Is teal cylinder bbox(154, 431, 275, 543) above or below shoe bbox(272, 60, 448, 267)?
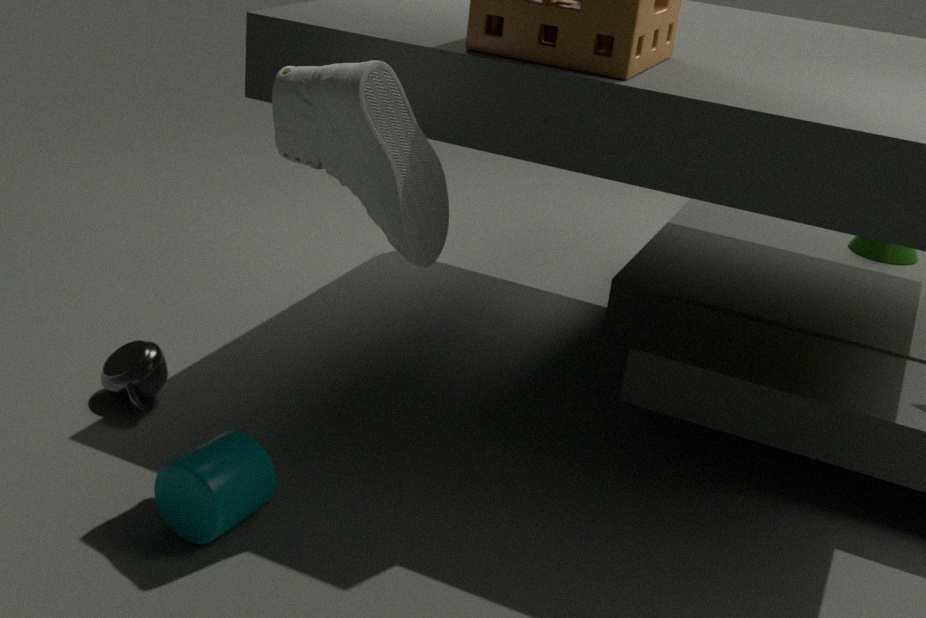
below
